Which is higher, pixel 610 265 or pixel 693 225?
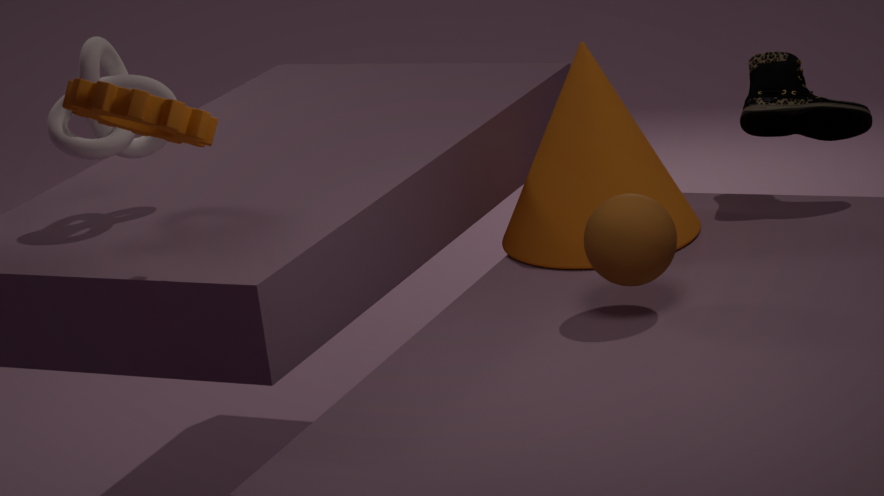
pixel 610 265
